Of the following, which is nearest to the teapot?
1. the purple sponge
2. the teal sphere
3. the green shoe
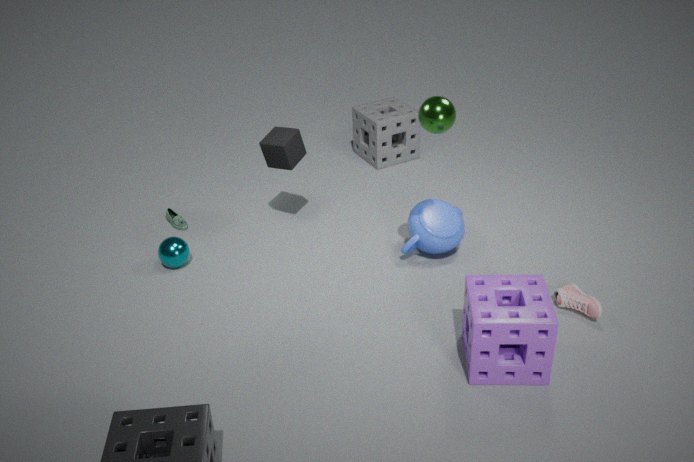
the purple sponge
